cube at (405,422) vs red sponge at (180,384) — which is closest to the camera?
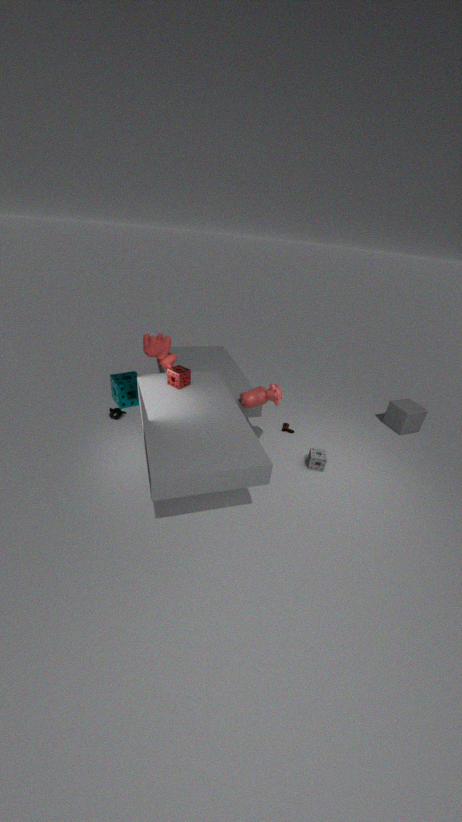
red sponge at (180,384)
